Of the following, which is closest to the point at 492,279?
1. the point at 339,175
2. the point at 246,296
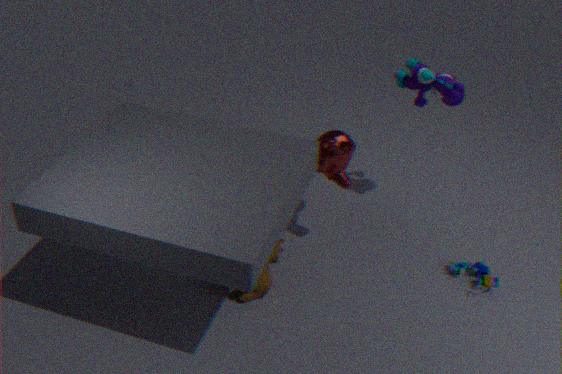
the point at 339,175
